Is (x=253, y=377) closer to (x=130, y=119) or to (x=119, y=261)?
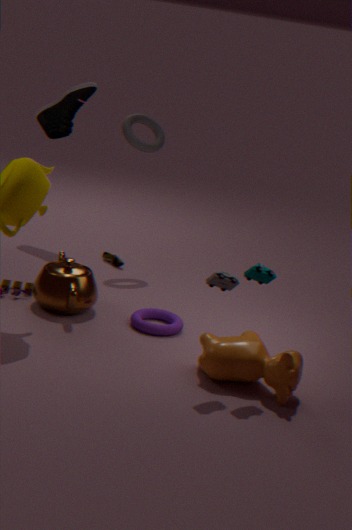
(x=119, y=261)
